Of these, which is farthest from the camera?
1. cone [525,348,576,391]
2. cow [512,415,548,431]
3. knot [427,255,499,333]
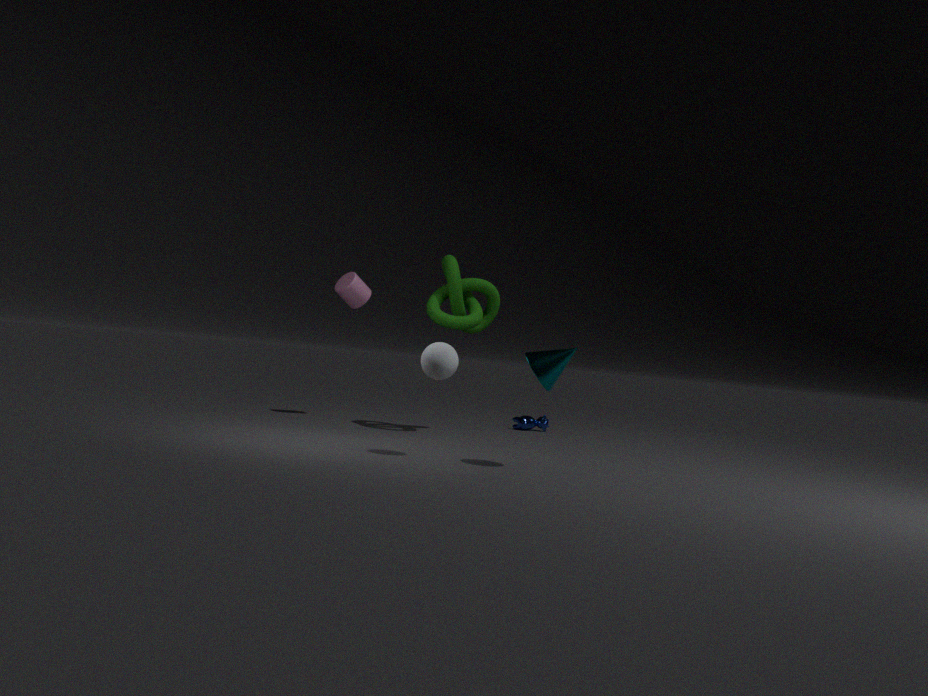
cow [512,415,548,431]
